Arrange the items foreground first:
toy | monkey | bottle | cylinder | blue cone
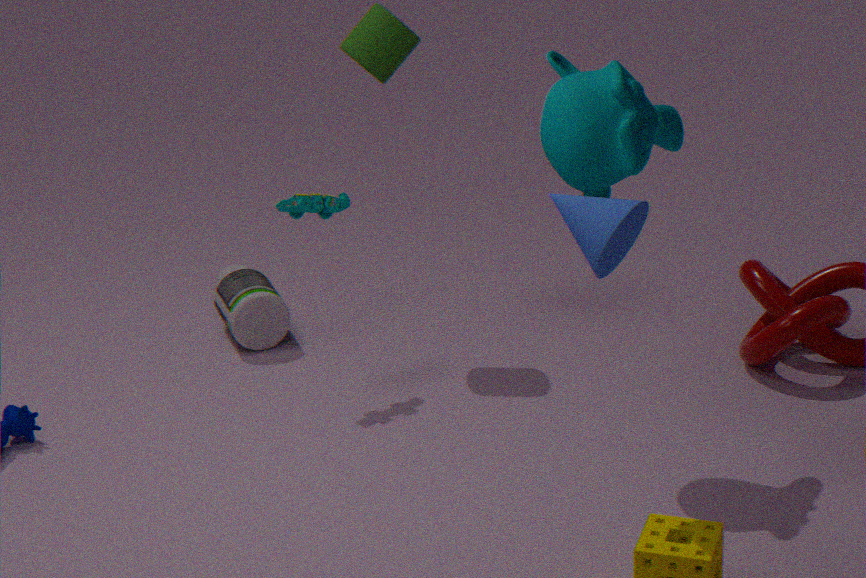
blue cone < monkey < toy < cylinder < bottle
